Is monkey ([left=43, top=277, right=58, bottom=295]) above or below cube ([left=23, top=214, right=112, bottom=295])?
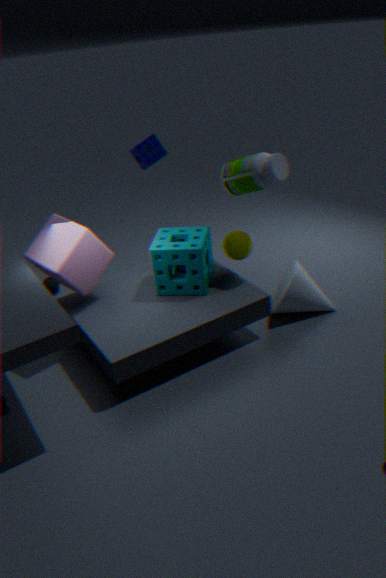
below
